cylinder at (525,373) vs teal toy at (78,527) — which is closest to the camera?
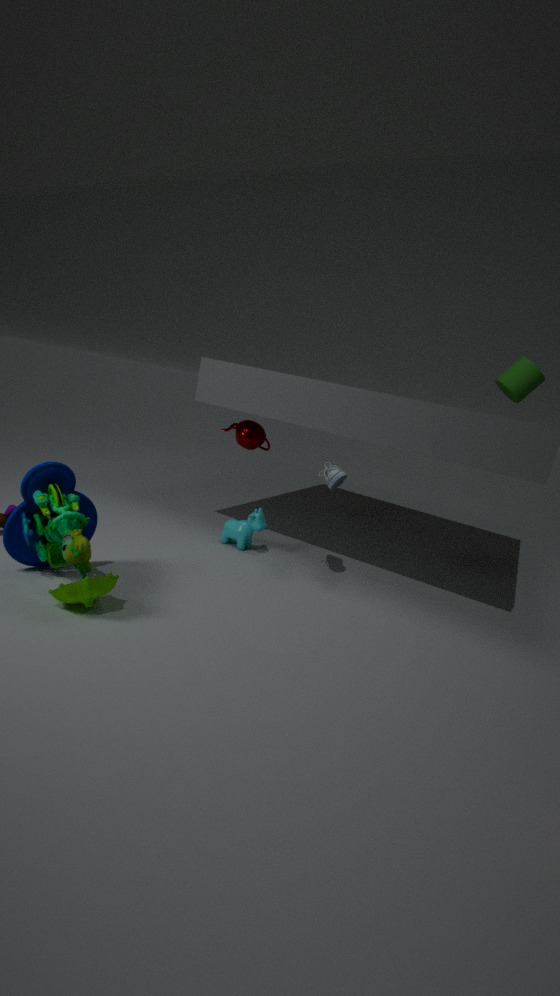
teal toy at (78,527)
